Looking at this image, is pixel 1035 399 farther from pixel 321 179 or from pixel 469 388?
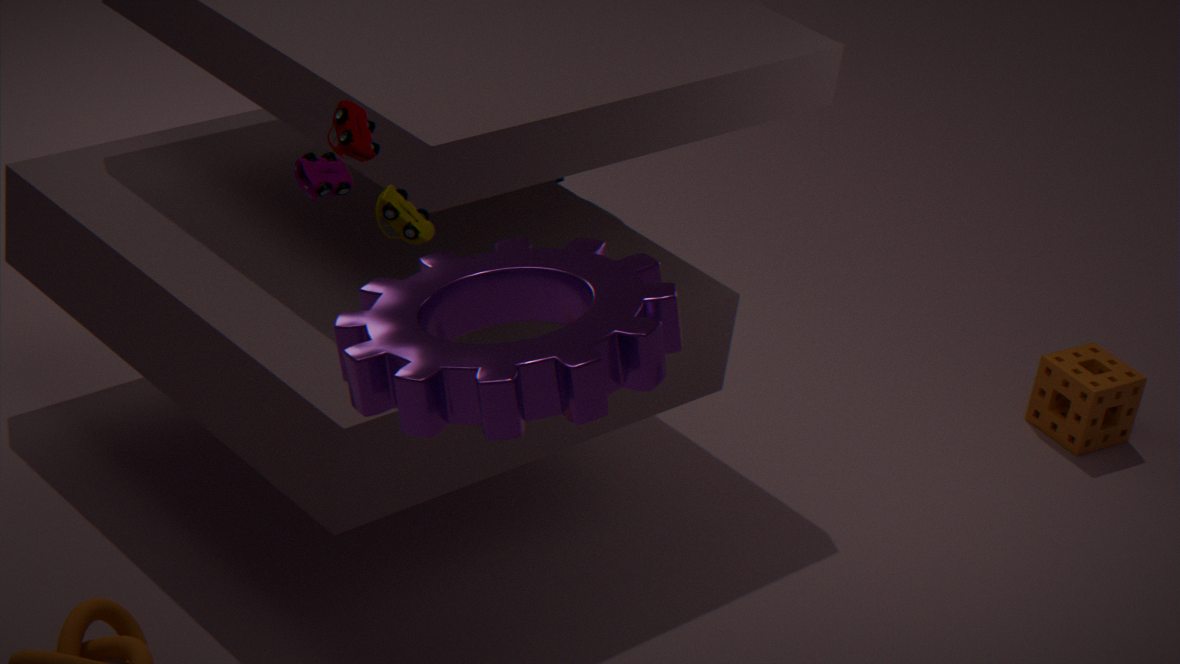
pixel 321 179
